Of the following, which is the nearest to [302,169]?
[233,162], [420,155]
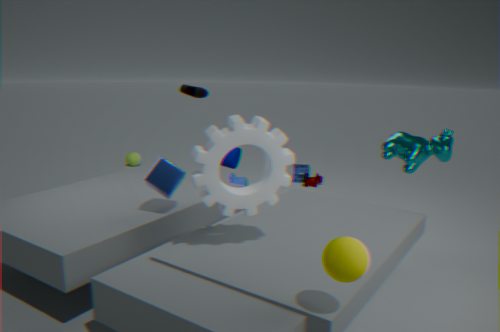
[233,162]
